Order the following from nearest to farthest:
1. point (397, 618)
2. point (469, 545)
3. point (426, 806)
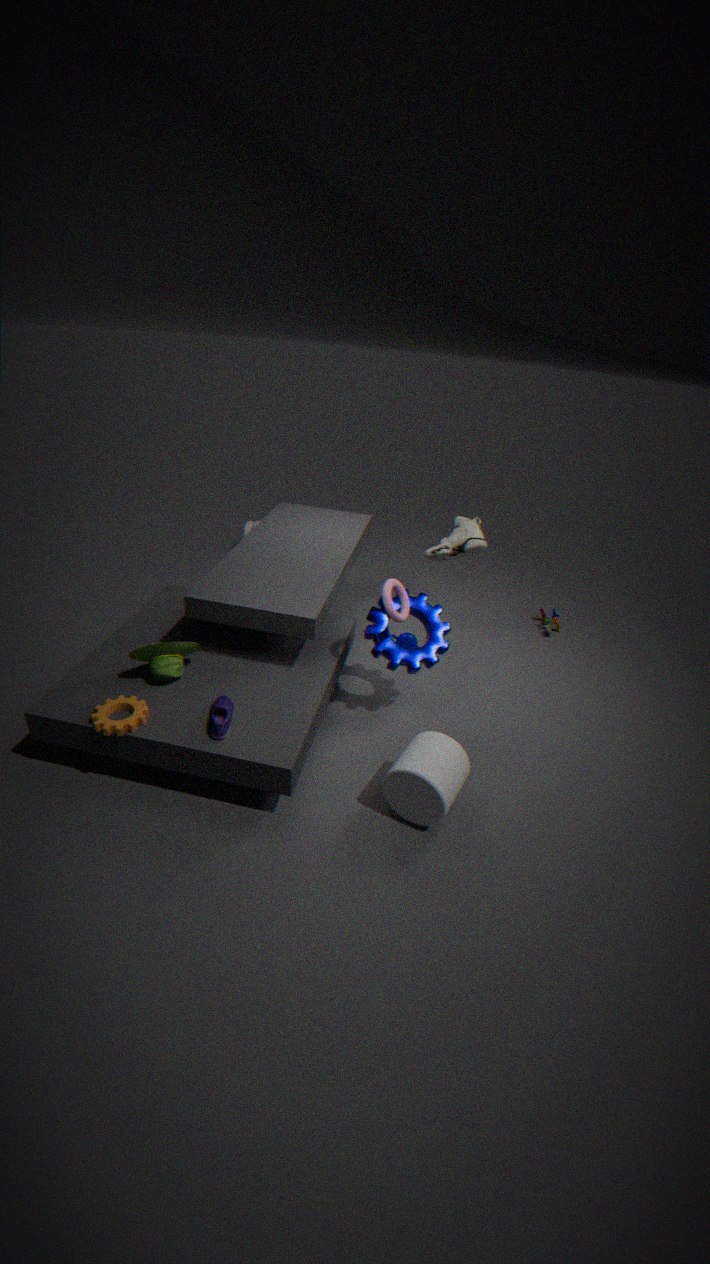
point (426, 806) < point (397, 618) < point (469, 545)
